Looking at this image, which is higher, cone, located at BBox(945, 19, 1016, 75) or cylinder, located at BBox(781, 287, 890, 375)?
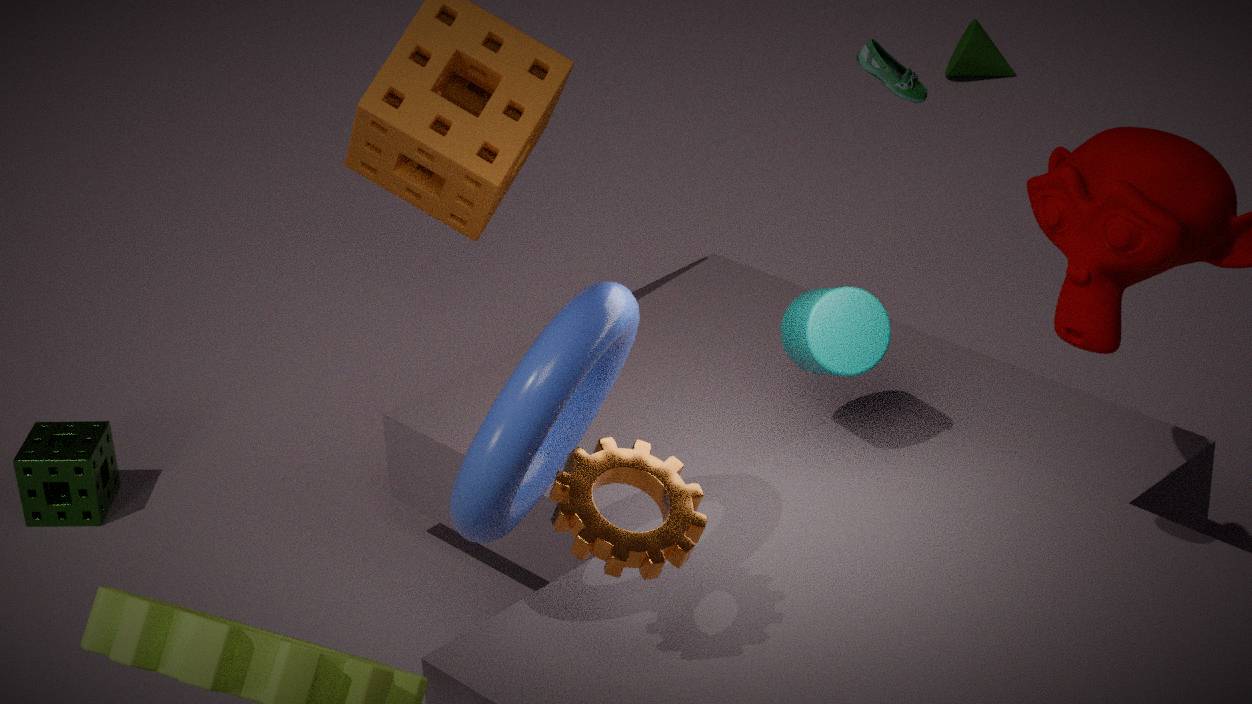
cylinder, located at BBox(781, 287, 890, 375)
